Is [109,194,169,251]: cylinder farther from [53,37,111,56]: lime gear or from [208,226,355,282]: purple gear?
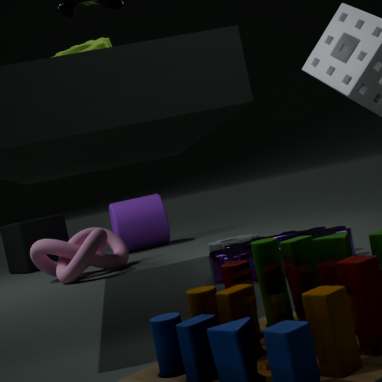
[53,37,111,56]: lime gear
